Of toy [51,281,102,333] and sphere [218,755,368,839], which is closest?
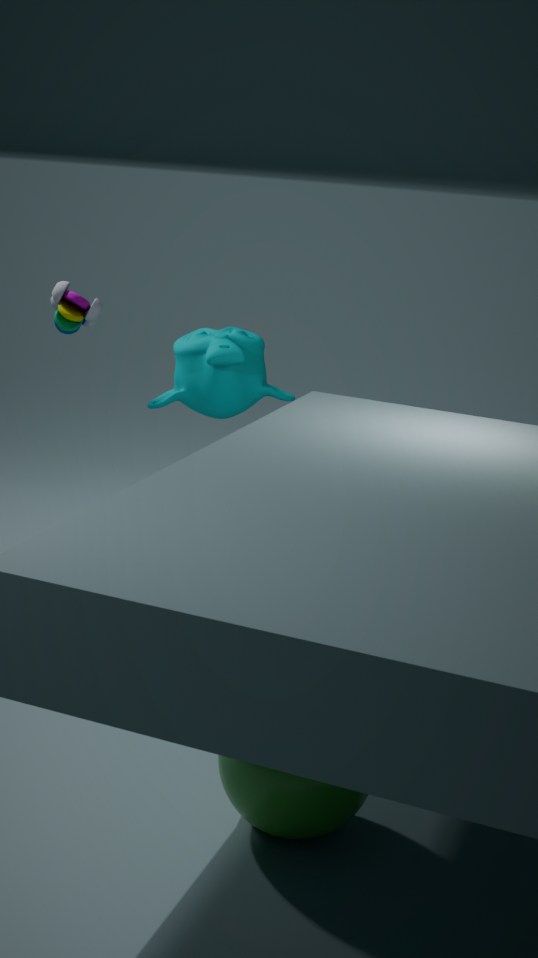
sphere [218,755,368,839]
